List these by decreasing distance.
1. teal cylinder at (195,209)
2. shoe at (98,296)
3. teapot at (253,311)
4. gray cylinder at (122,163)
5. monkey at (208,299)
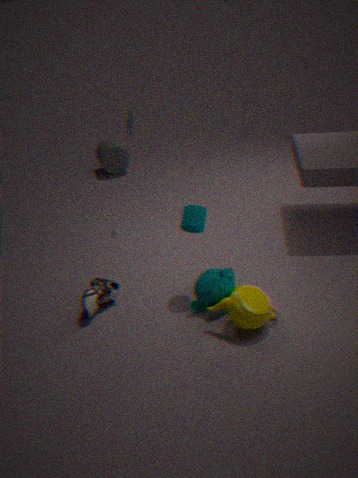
gray cylinder at (122,163), shoe at (98,296), teal cylinder at (195,209), monkey at (208,299), teapot at (253,311)
